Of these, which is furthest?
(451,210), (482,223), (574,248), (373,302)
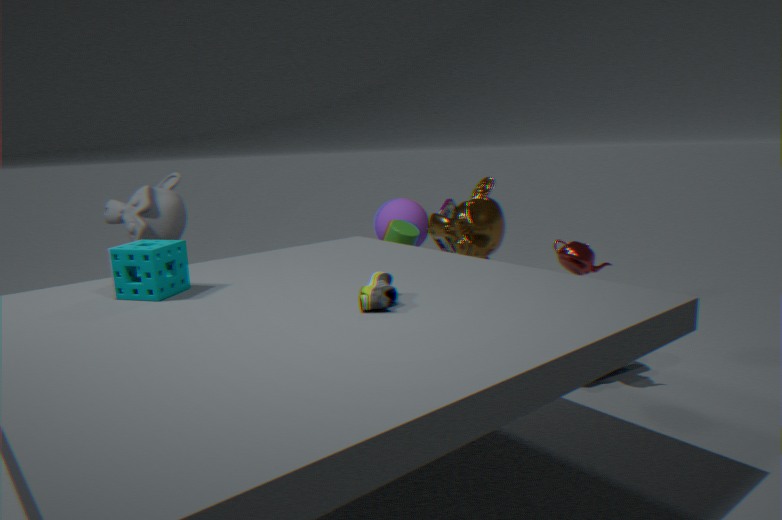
(451,210)
